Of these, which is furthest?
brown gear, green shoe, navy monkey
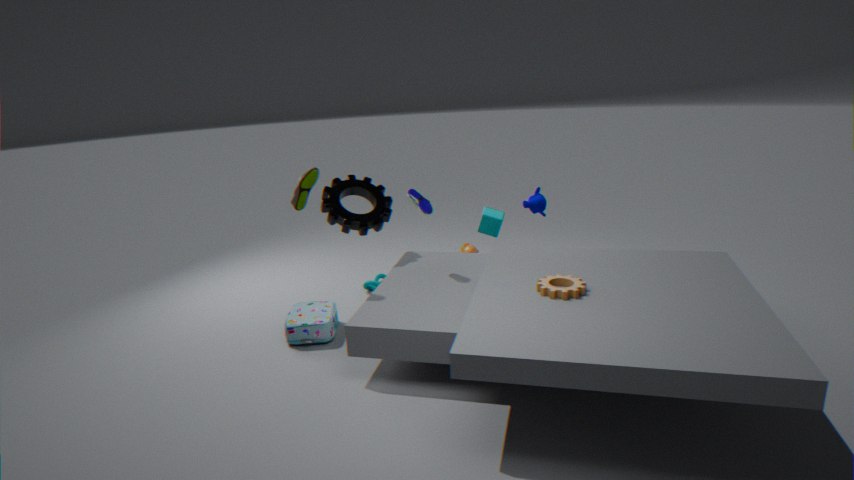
navy monkey
